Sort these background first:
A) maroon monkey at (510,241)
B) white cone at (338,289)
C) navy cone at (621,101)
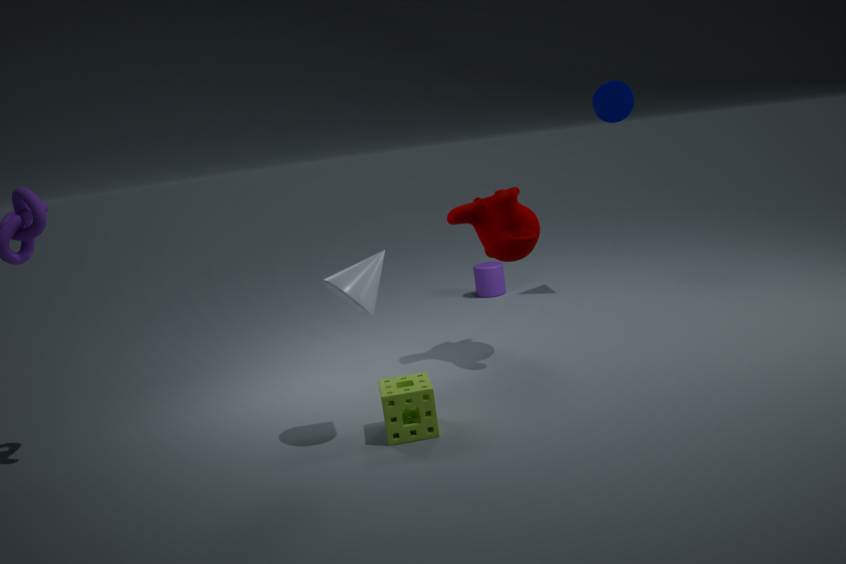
navy cone at (621,101), maroon monkey at (510,241), white cone at (338,289)
